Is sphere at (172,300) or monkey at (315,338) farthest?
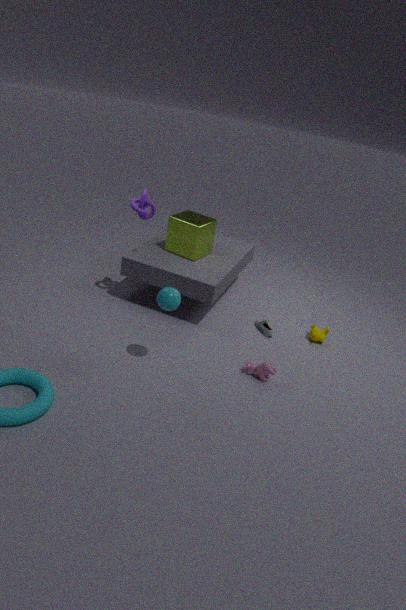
monkey at (315,338)
